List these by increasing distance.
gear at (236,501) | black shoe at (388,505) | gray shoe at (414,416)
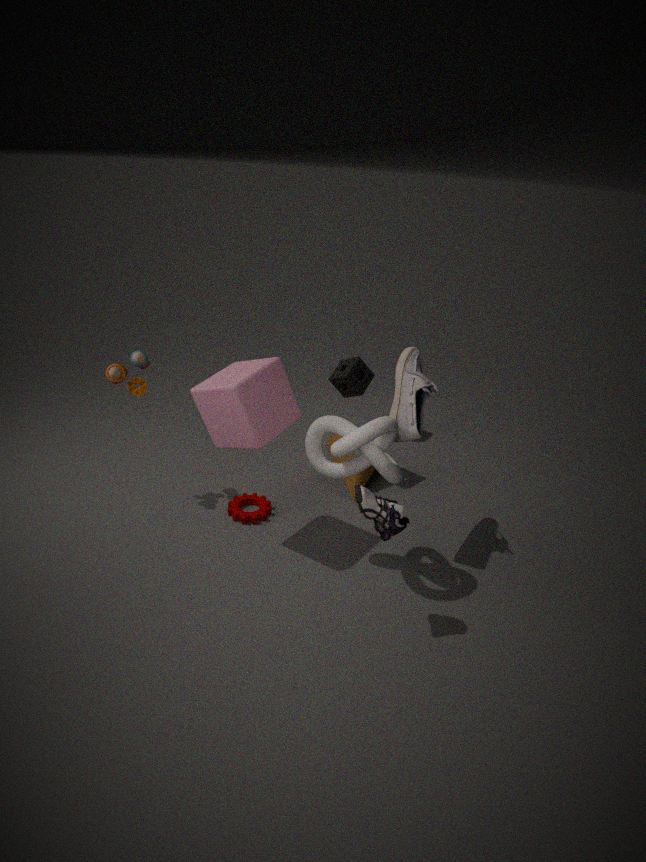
black shoe at (388,505), gray shoe at (414,416), gear at (236,501)
